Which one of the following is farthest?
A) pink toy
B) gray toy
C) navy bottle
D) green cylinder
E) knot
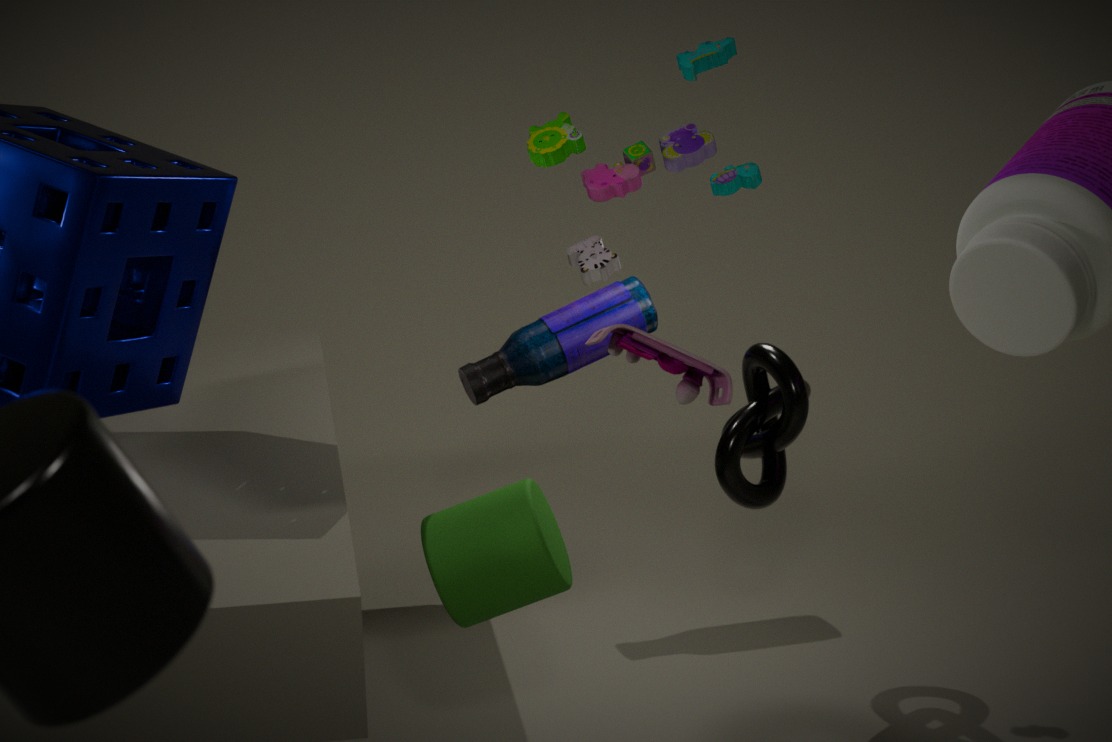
navy bottle
